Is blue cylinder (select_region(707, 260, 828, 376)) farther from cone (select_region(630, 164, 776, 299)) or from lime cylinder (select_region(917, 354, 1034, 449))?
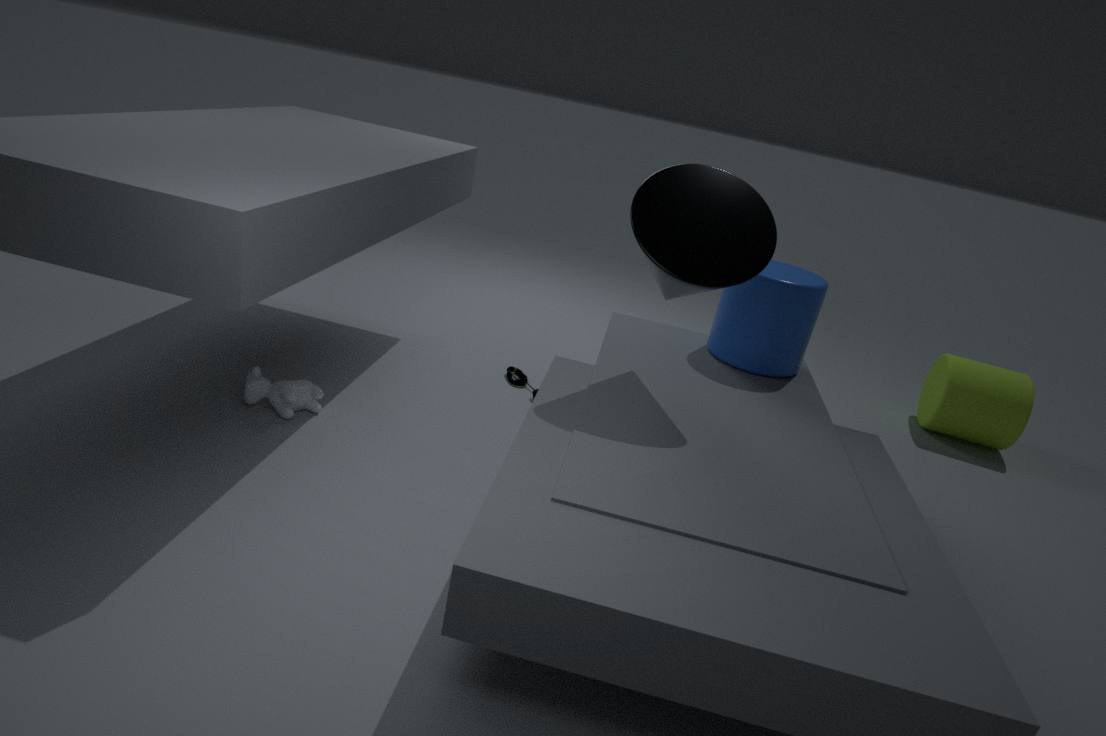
lime cylinder (select_region(917, 354, 1034, 449))
